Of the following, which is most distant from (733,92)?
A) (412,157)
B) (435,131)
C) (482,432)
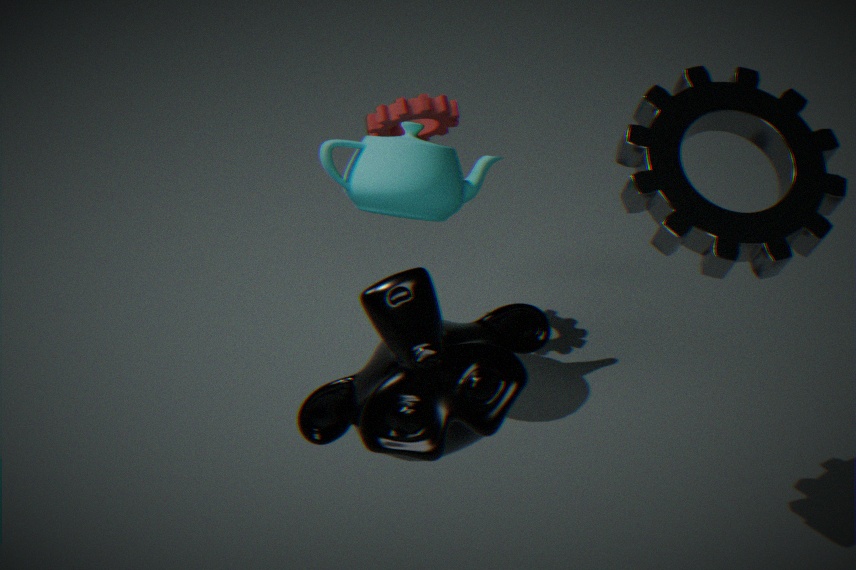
(482,432)
